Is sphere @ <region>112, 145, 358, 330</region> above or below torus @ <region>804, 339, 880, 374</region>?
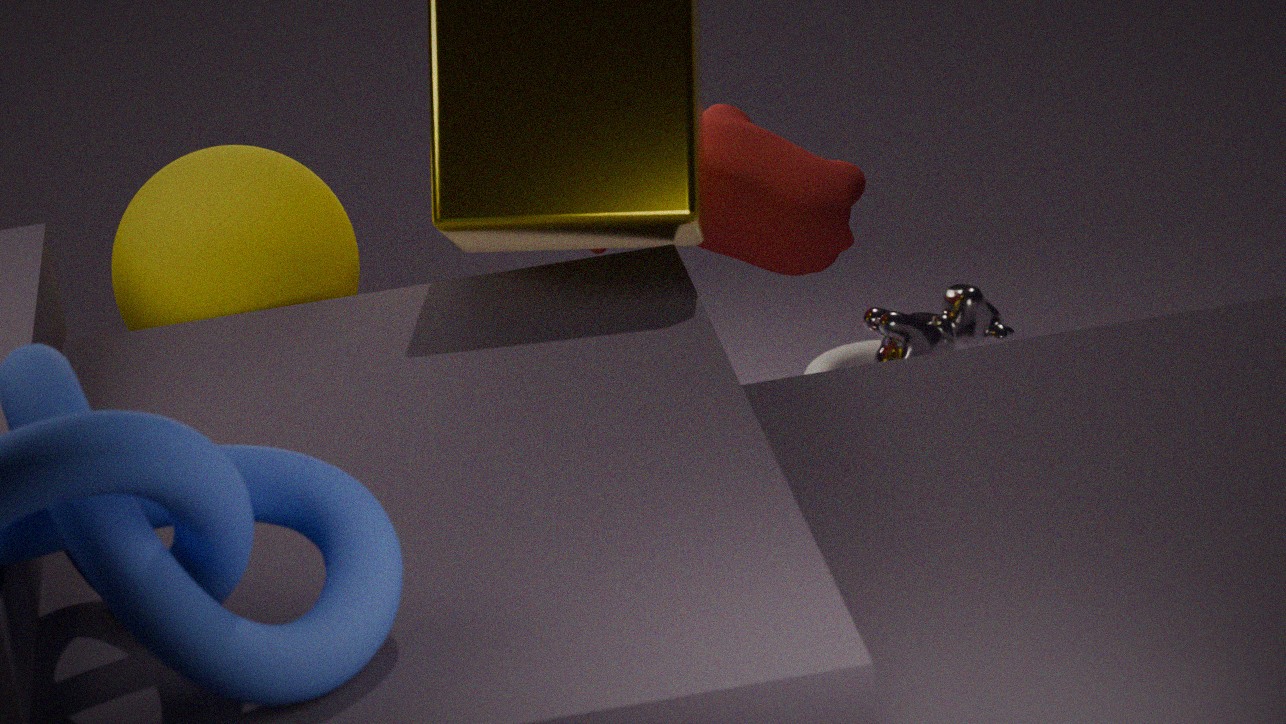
above
